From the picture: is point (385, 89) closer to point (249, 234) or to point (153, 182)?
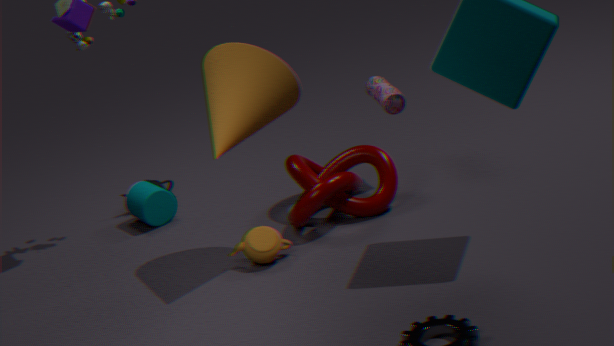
point (249, 234)
